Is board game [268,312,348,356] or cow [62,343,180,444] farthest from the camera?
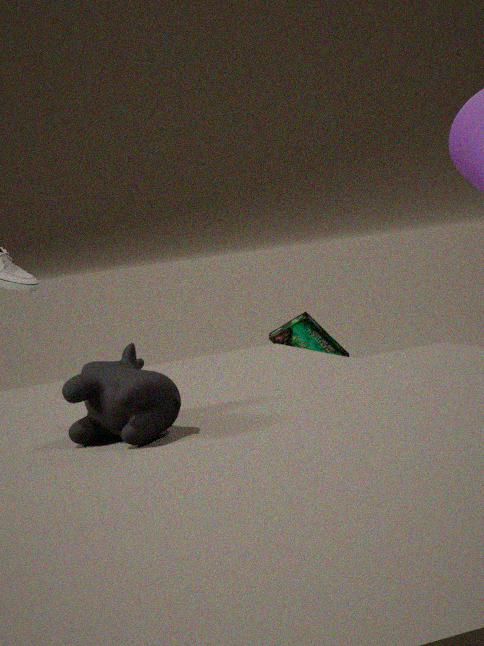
board game [268,312,348,356]
